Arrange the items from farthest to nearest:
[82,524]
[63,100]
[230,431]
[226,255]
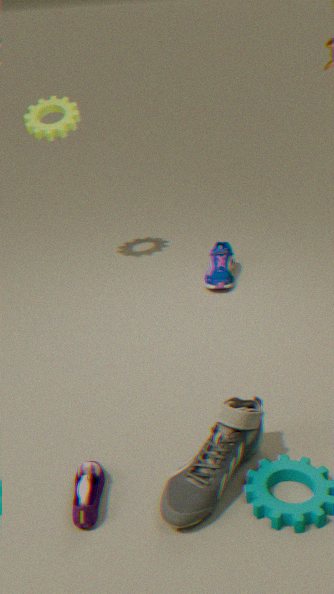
1. [226,255]
2. [63,100]
3. [230,431]
4. [82,524]
